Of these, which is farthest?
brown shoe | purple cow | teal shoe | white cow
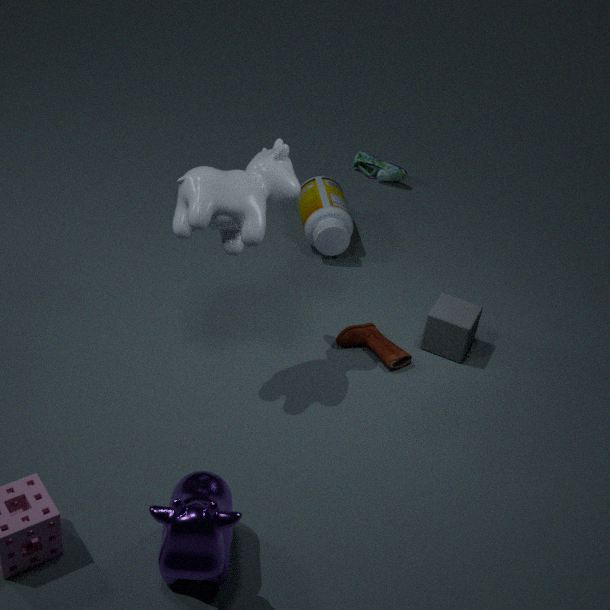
teal shoe
